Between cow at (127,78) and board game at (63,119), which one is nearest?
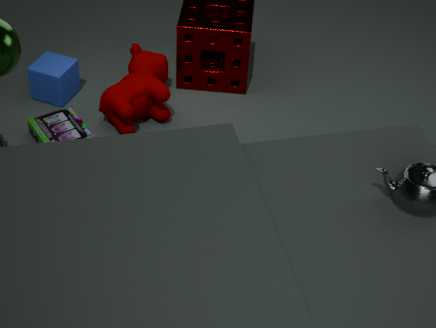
board game at (63,119)
